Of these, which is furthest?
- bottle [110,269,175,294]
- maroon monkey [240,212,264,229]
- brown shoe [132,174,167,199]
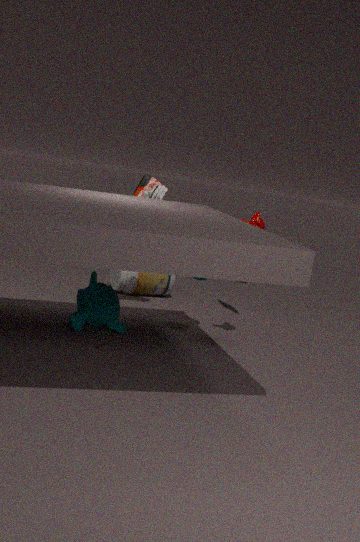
bottle [110,269,175,294]
